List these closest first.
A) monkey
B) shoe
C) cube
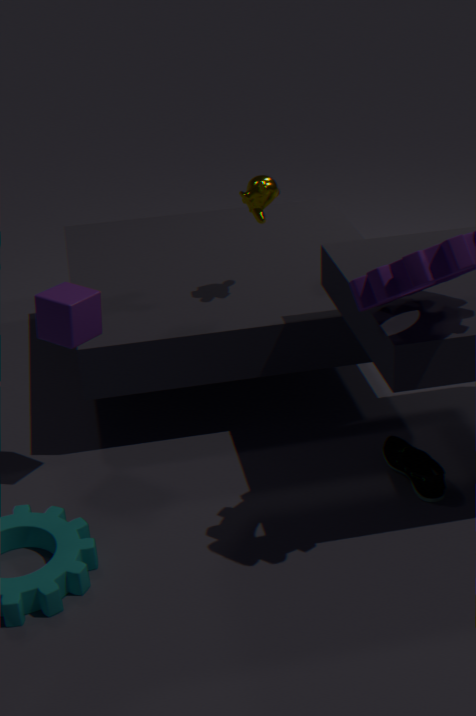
1. cube
2. shoe
3. monkey
